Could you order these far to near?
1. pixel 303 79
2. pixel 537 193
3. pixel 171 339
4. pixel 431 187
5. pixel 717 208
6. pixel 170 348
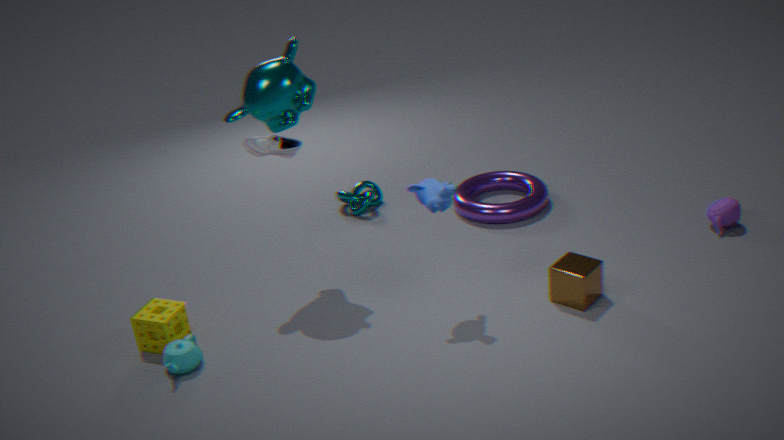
pixel 537 193, pixel 717 208, pixel 303 79, pixel 171 339, pixel 431 187, pixel 170 348
